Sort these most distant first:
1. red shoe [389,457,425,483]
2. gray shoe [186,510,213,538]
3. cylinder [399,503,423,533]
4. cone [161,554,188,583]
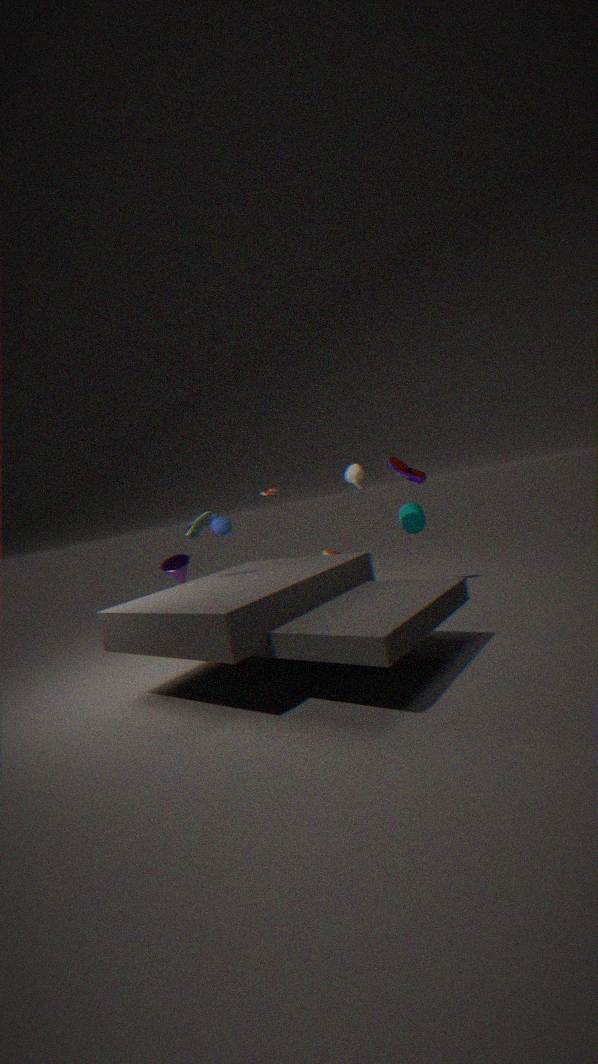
red shoe [389,457,425,483] < cylinder [399,503,423,533] < cone [161,554,188,583] < gray shoe [186,510,213,538]
